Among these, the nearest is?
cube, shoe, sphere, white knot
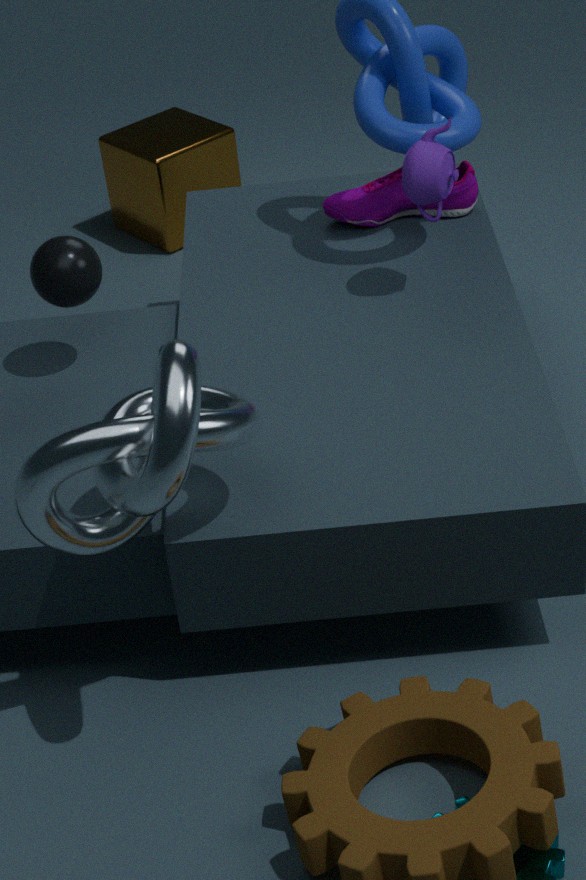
white knot
